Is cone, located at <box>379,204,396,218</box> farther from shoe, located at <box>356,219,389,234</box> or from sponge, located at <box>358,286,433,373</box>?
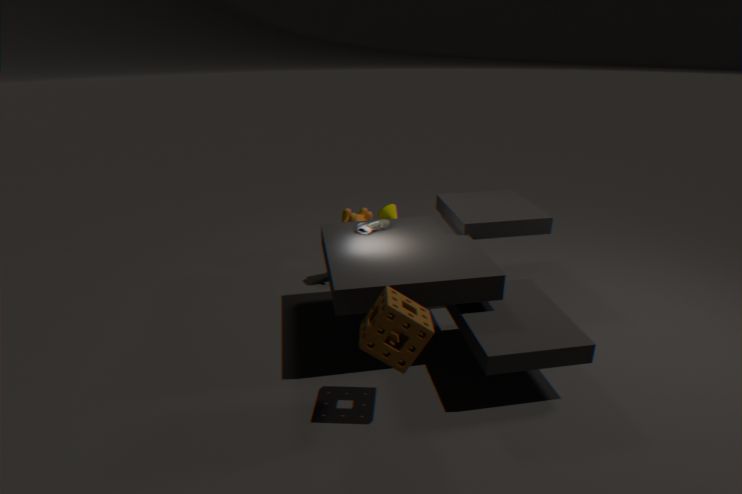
sponge, located at <box>358,286,433,373</box>
